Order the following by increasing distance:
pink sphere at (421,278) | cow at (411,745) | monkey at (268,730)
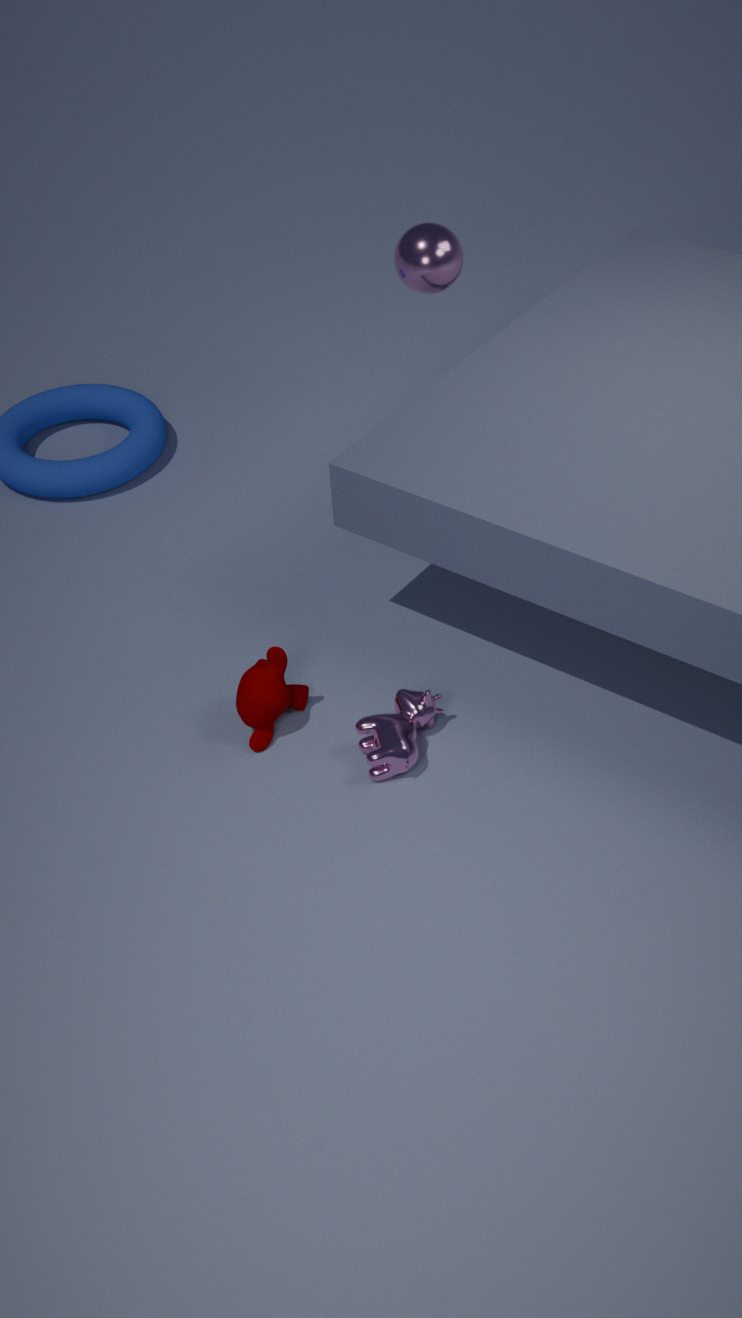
cow at (411,745)
monkey at (268,730)
pink sphere at (421,278)
